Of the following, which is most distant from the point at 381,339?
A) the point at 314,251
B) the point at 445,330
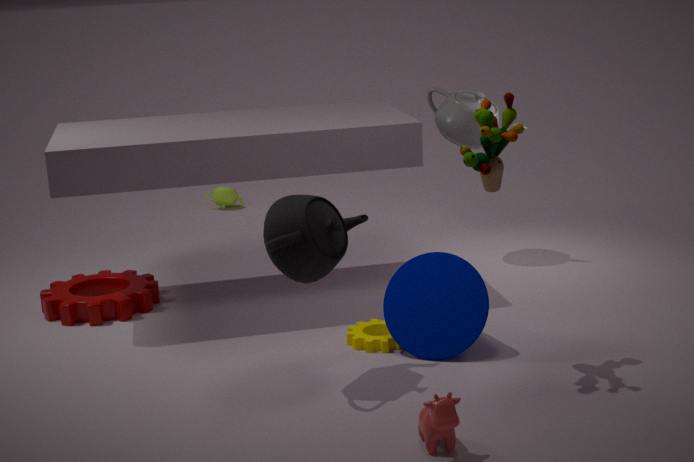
the point at 314,251
